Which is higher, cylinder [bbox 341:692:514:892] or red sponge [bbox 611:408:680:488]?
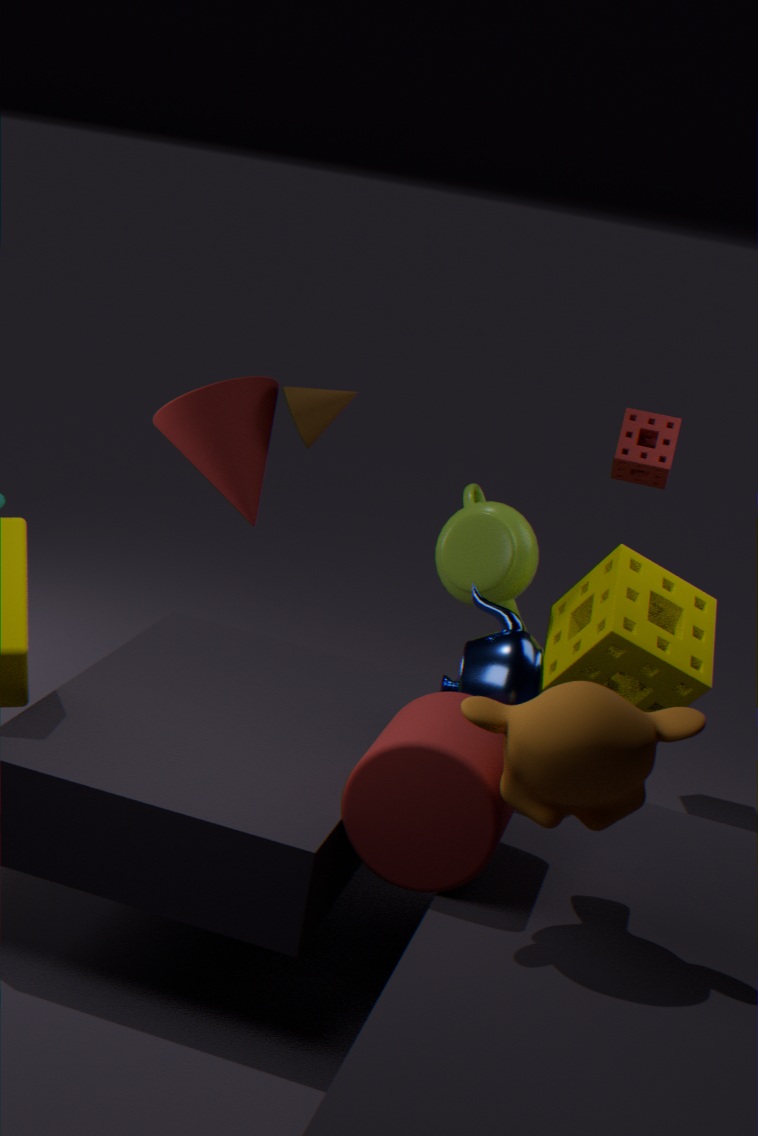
red sponge [bbox 611:408:680:488]
